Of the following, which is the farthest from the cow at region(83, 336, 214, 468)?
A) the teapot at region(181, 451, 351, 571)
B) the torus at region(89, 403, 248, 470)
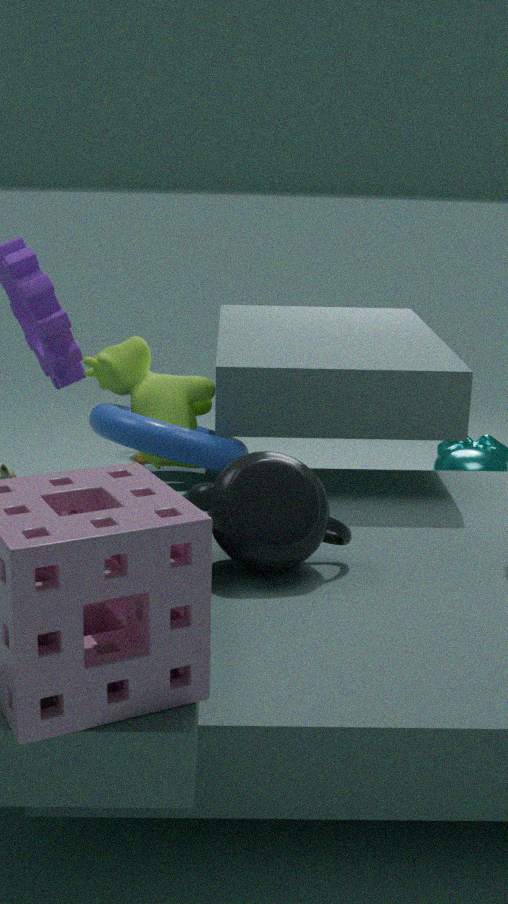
the teapot at region(181, 451, 351, 571)
